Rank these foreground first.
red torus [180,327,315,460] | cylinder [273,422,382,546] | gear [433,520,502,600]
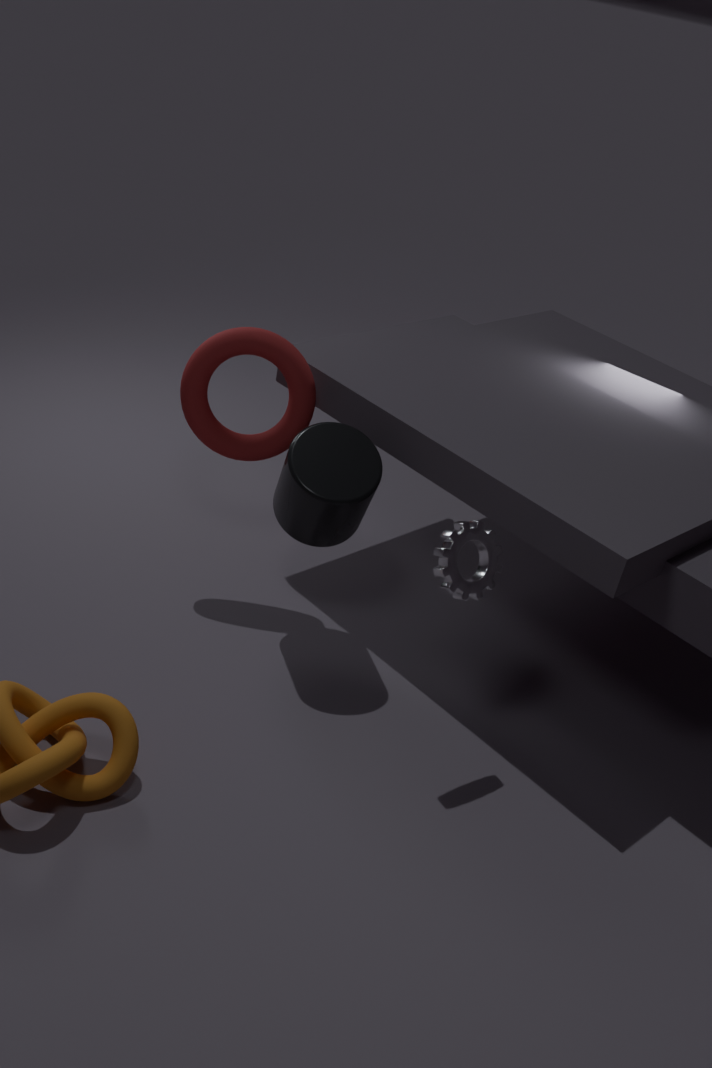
1. gear [433,520,502,600]
2. cylinder [273,422,382,546]
3. red torus [180,327,315,460]
